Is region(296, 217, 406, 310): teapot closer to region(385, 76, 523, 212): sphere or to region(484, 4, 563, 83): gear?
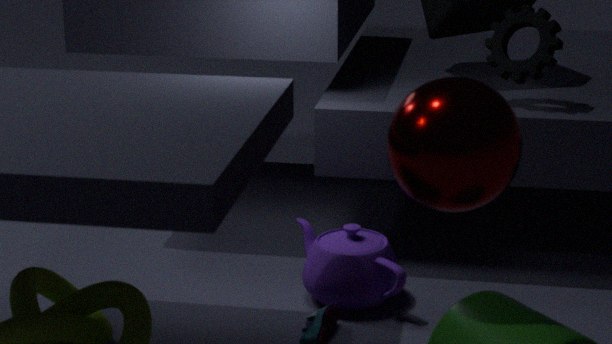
region(385, 76, 523, 212): sphere
